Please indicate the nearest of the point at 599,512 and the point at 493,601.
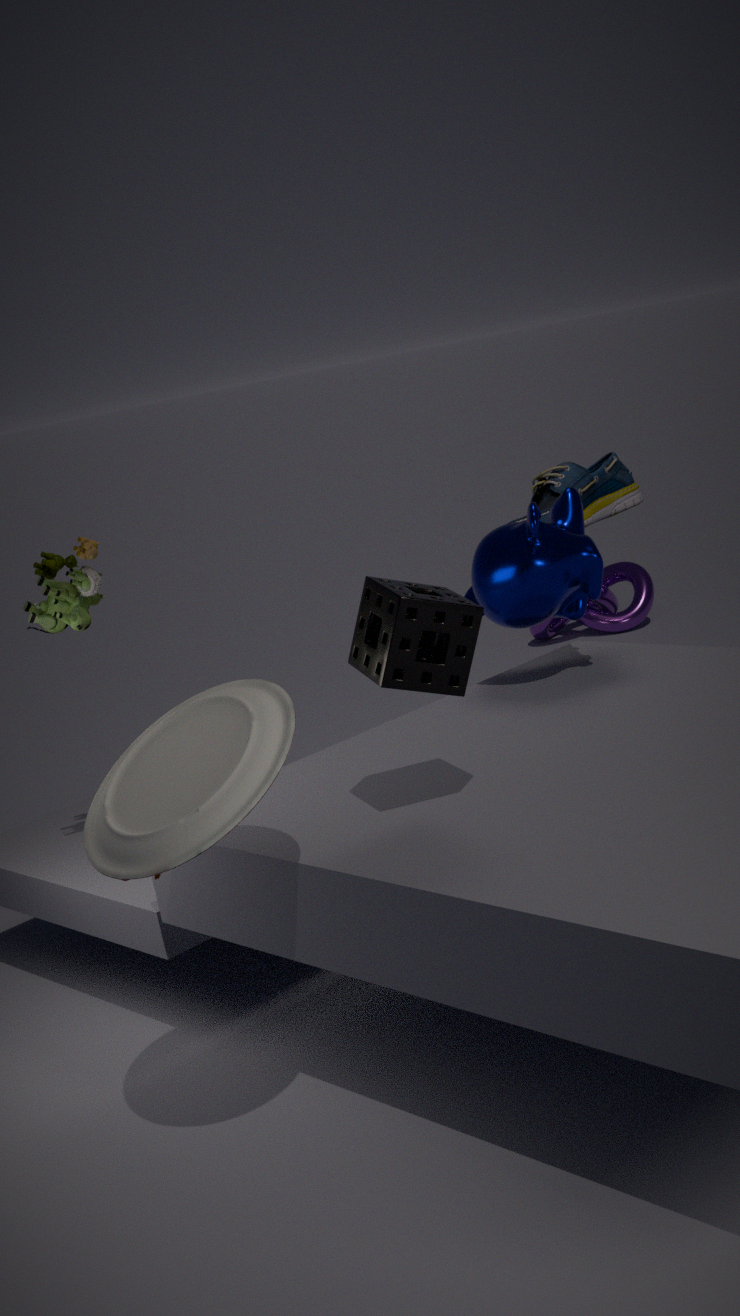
the point at 493,601
